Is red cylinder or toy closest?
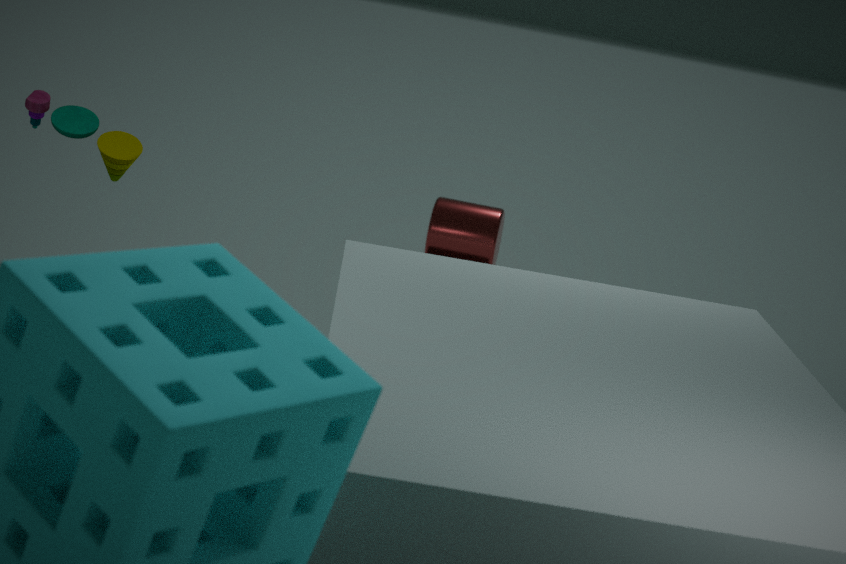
toy
